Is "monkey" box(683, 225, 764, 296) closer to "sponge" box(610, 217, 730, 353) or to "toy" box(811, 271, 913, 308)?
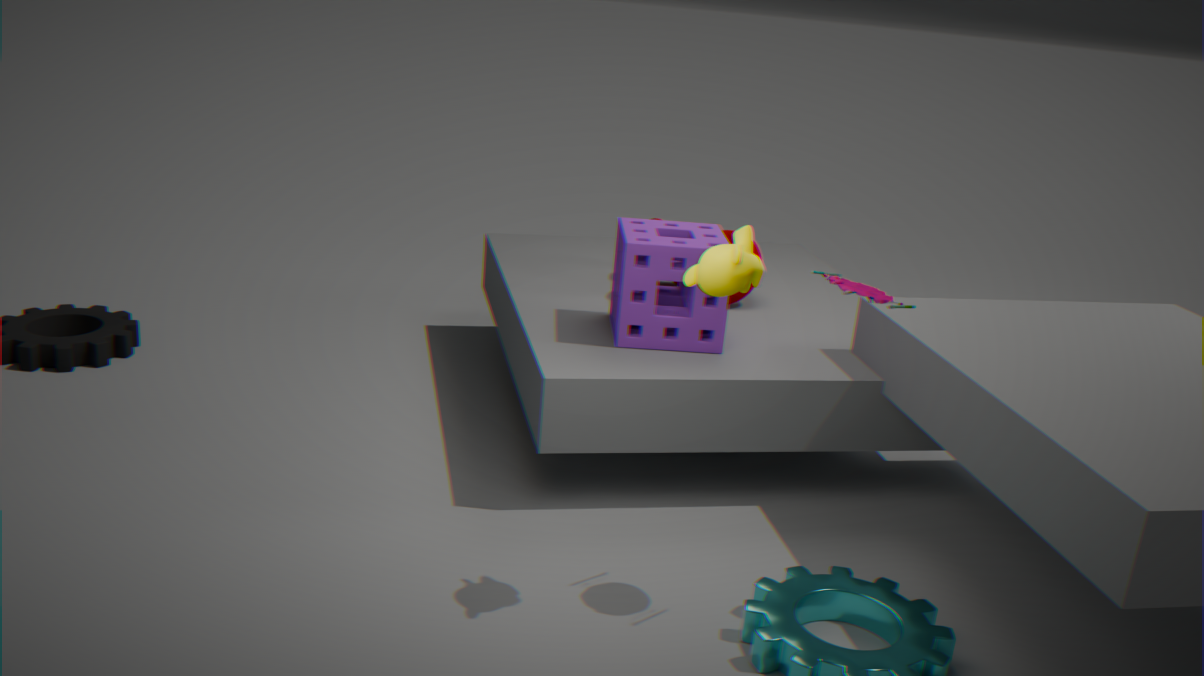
"toy" box(811, 271, 913, 308)
